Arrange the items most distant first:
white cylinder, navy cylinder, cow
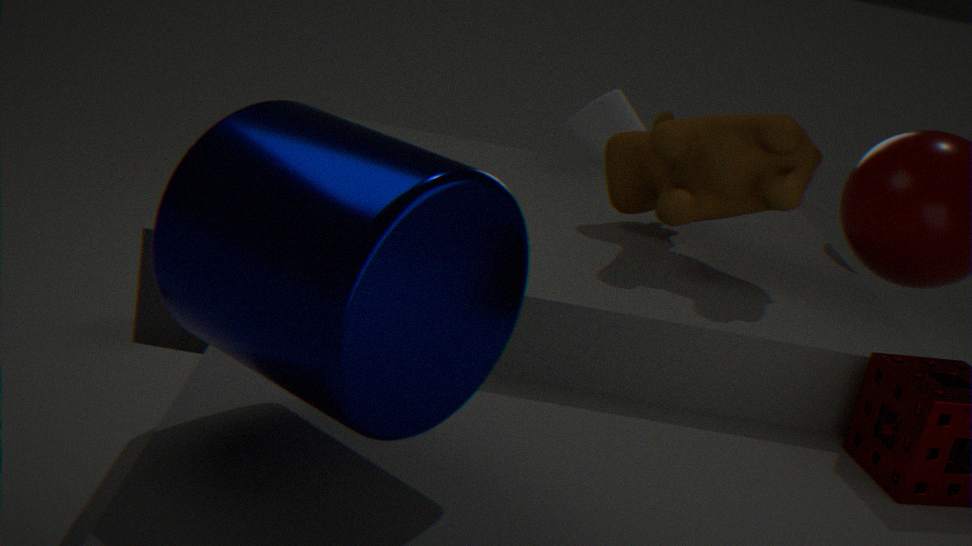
white cylinder → cow → navy cylinder
